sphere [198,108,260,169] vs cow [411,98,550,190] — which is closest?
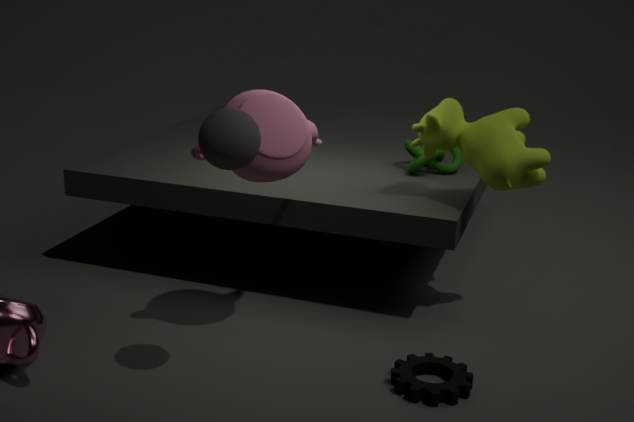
sphere [198,108,260,169]
